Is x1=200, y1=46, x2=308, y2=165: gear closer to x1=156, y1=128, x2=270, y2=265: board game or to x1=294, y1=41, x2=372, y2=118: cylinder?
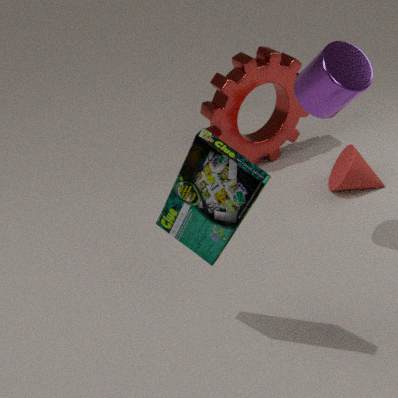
x1=294, y1=41, x2=372, y2=118: cylinder
